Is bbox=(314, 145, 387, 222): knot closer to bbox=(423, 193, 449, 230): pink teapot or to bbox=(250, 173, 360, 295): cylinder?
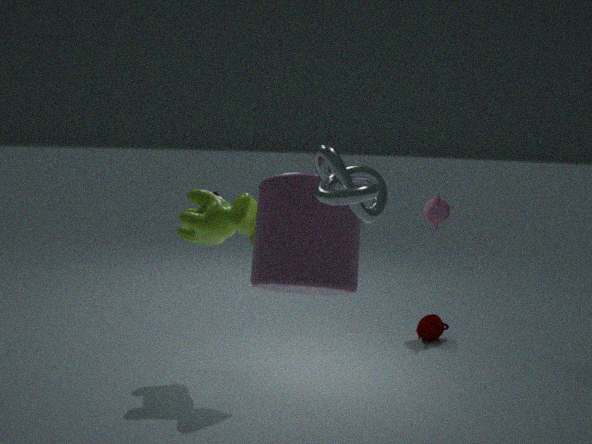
bbox=(250, 173, 360, 295): cylinder
